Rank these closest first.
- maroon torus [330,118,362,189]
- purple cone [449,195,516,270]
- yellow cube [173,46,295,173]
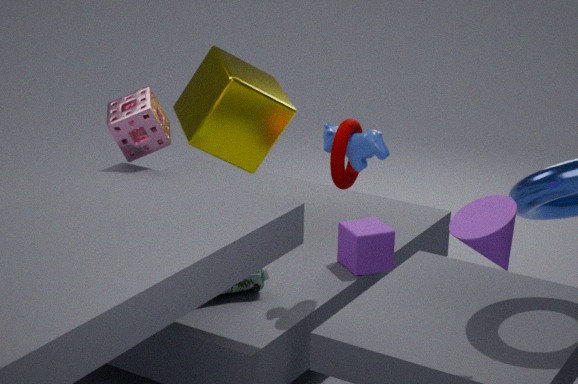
purple cone [449,195,516,270] < maroon torus [330,118,362,189] < yellow cube [173,46,295,173]
